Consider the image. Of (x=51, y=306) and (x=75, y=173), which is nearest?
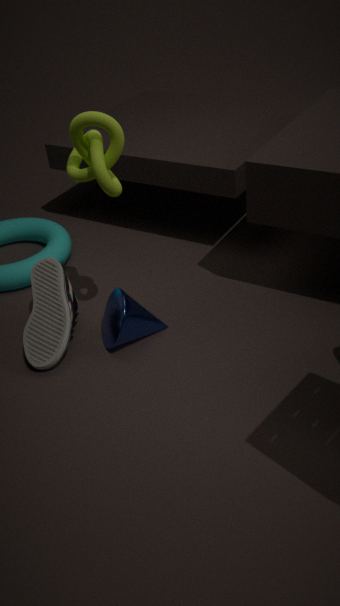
(x=75, y=173)
